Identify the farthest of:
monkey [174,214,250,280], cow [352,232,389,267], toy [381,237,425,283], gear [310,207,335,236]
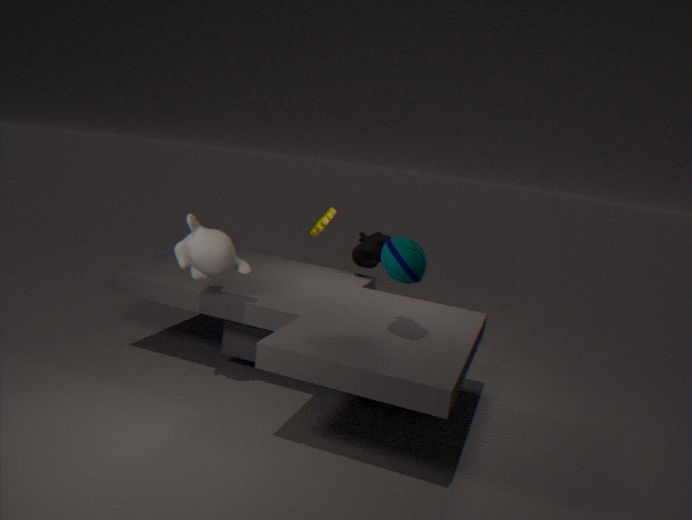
gear [310,207,335,236]
